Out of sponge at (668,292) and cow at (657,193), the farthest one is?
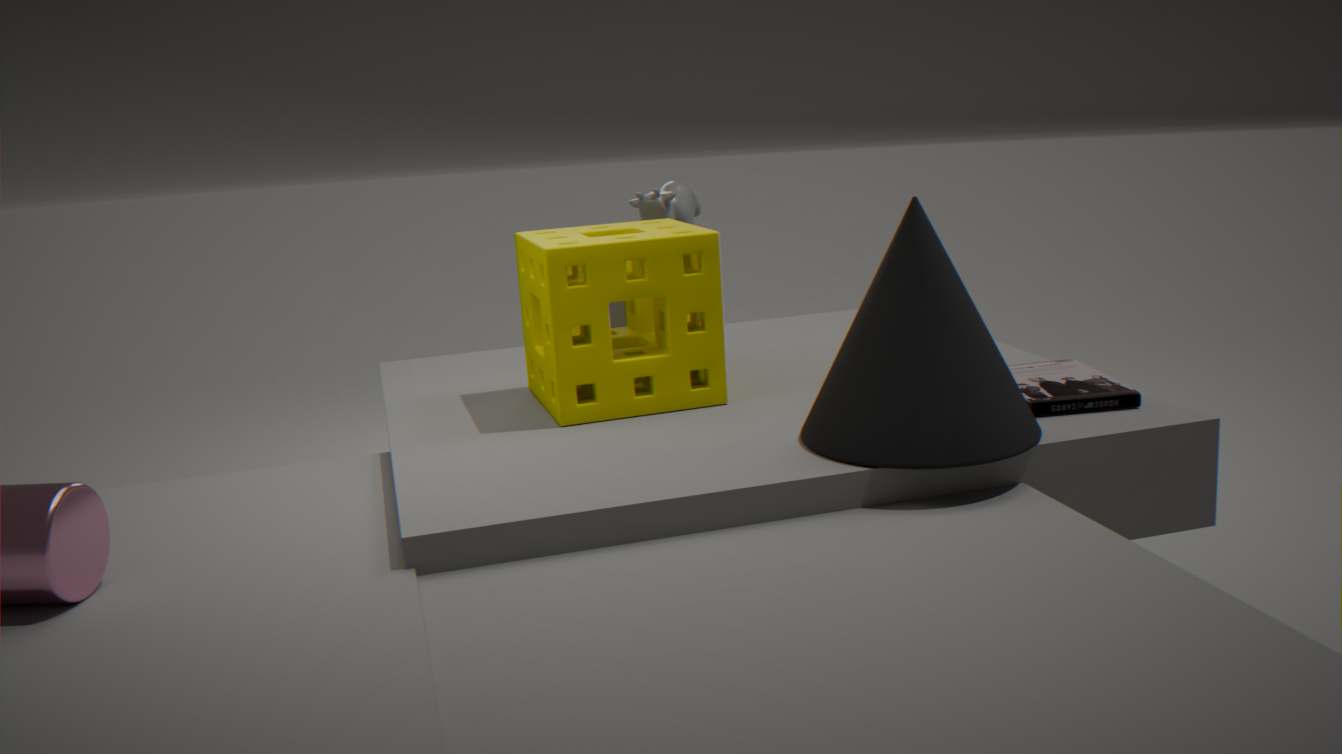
cow at (657,193)
